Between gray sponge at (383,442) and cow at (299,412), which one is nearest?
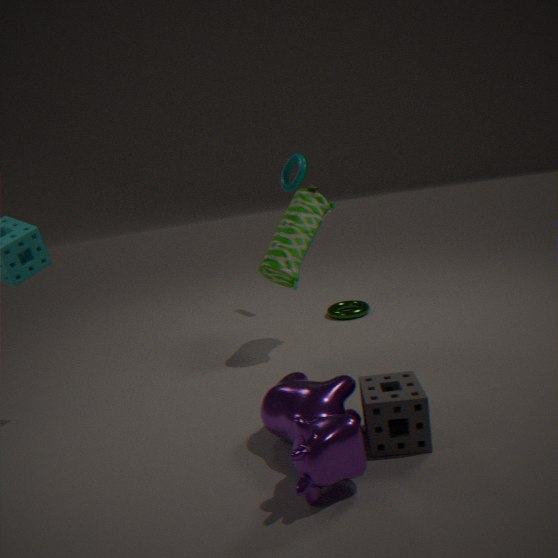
cow at (299,412)
